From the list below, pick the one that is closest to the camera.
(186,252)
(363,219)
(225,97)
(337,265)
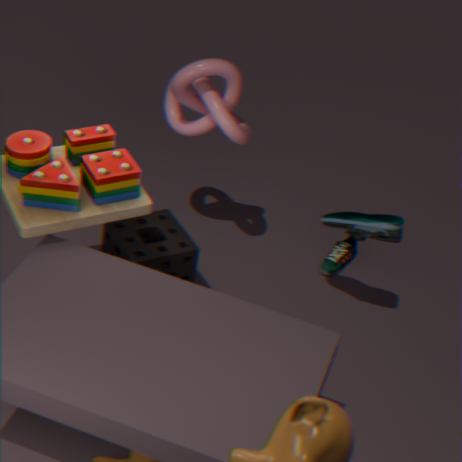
(363,219)
